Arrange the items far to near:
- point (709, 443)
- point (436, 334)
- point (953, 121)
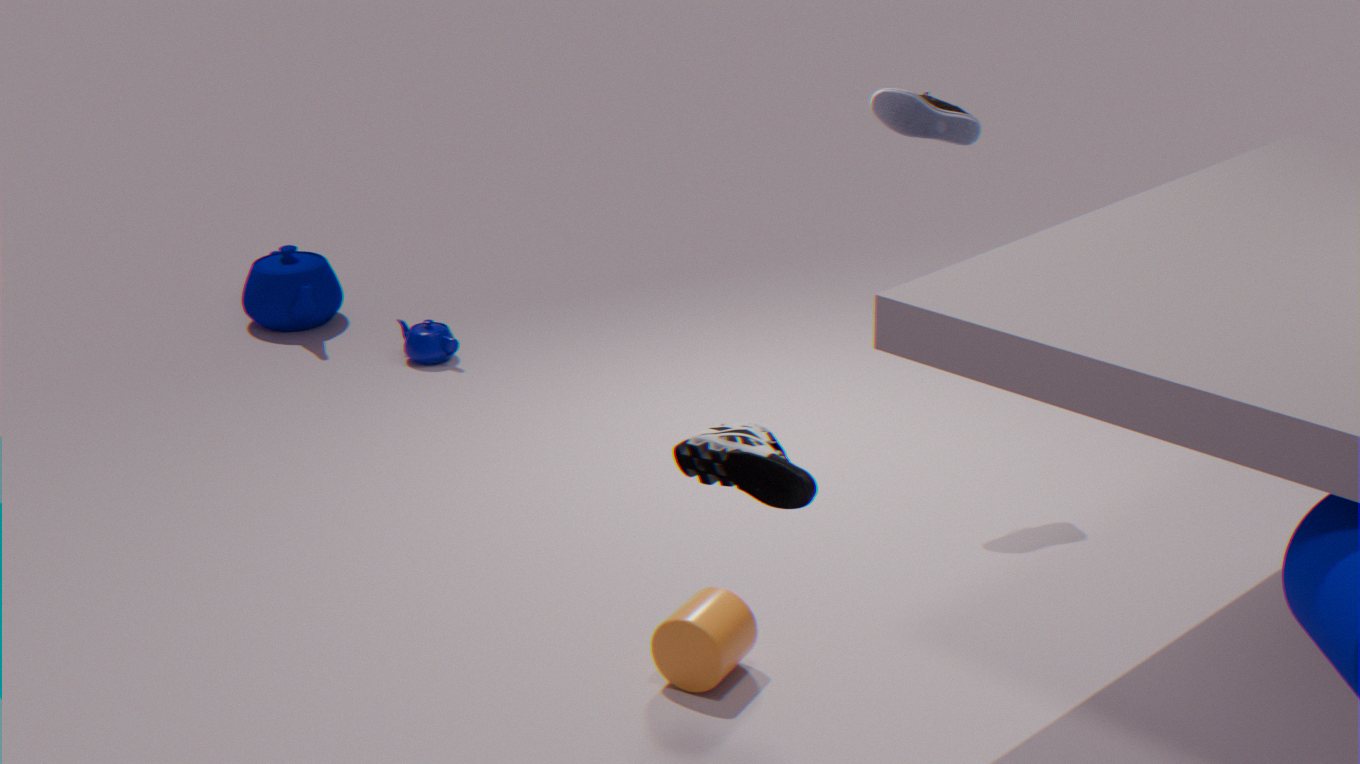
1. point (436, 334)
2. point (953, 121)
3. point (709, 443)
